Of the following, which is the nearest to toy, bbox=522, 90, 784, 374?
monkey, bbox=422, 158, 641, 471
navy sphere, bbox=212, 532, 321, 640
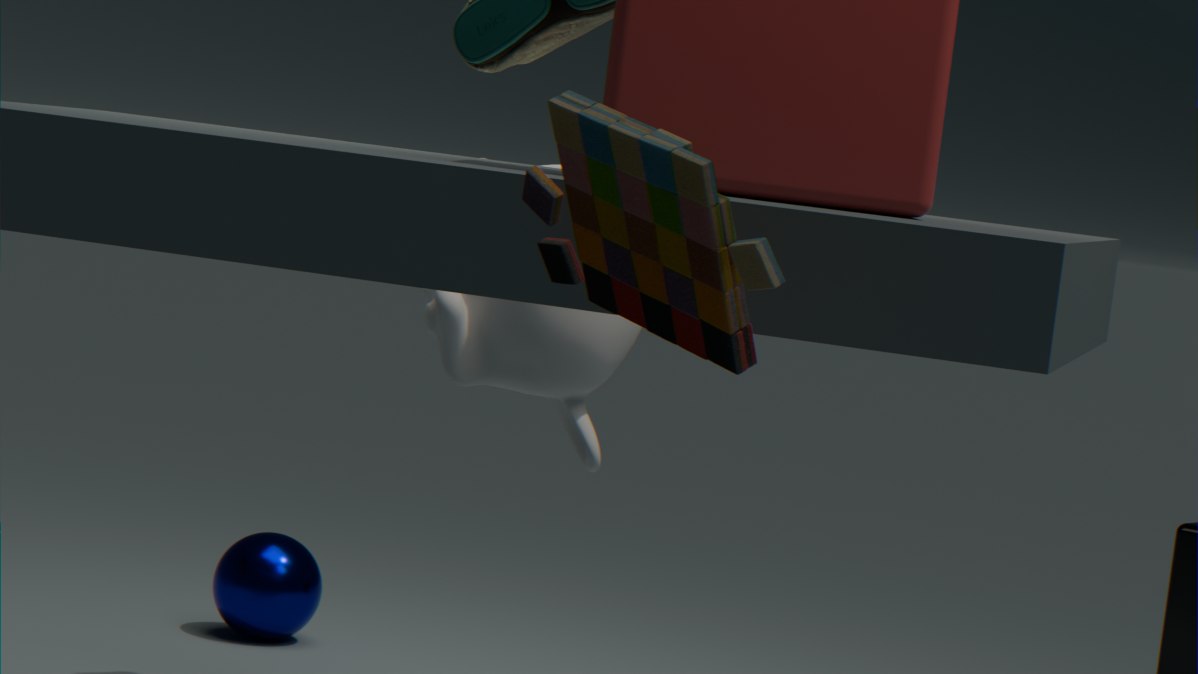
monkey, bbox=422, 158, 641, 471
